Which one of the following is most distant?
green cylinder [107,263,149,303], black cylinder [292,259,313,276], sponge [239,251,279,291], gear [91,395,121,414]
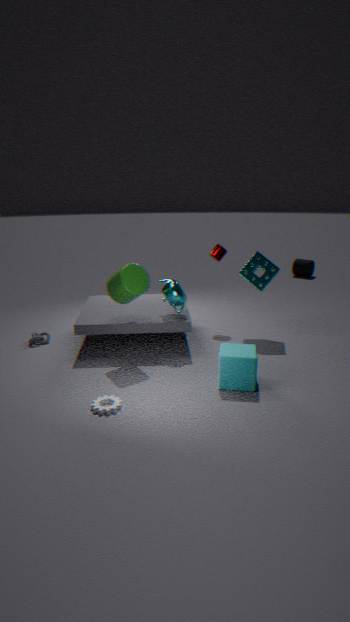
black cylinder [292,259,313,276]
